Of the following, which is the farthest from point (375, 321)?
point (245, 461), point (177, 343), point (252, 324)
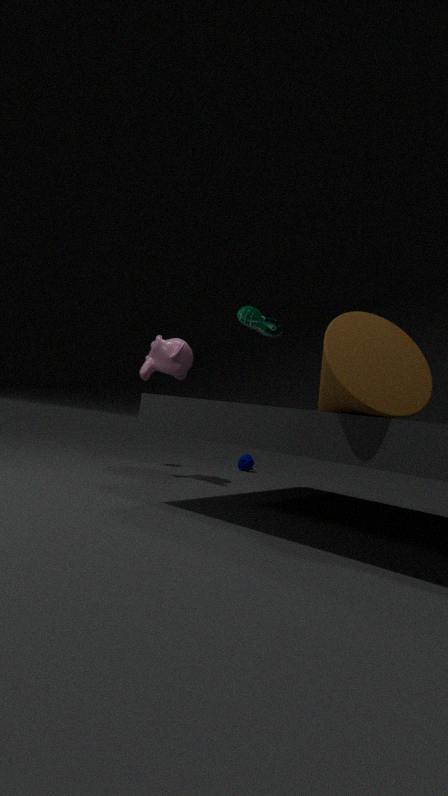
point (245, 461)
